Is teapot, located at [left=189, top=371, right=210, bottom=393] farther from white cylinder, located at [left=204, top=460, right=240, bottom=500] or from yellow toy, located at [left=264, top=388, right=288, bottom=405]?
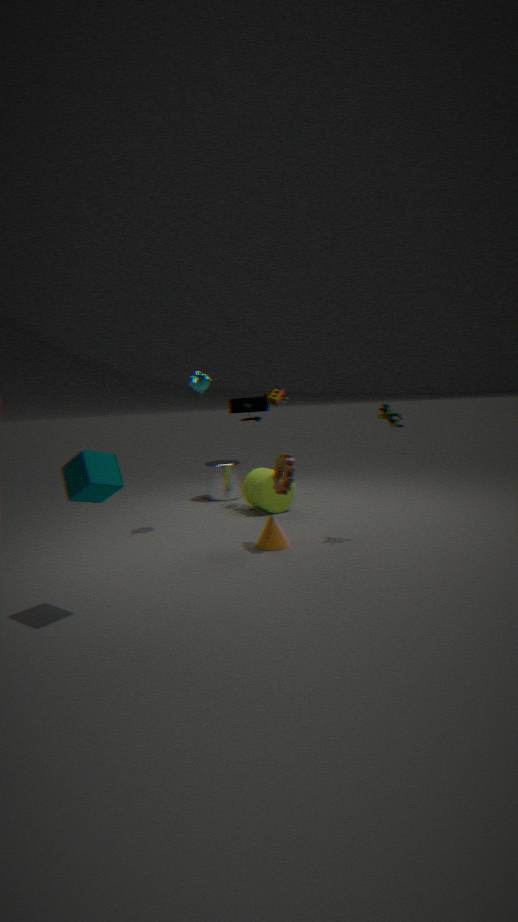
white cylinder, located at [left=204, top=460, right=240, bottom=500]
